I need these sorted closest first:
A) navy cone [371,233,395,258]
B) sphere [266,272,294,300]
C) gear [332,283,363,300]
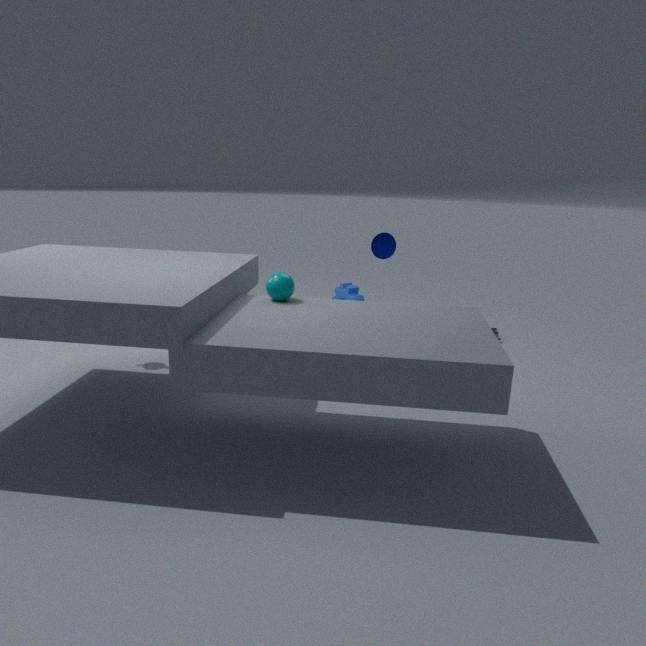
1. sphere [266,272,294,300]
2. navy cone [371,233,395,258]
3. gear [332,283,363,300]
